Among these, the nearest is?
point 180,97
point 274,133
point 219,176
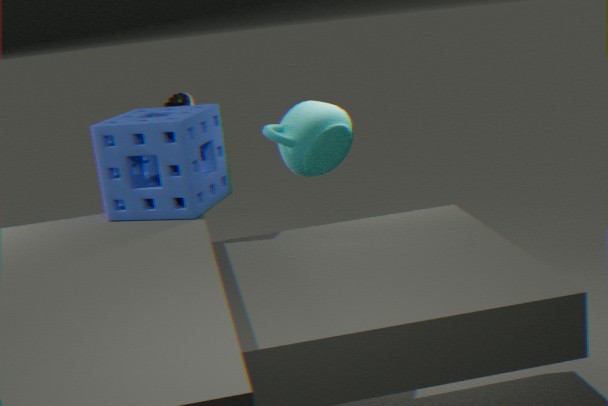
point 219,176
